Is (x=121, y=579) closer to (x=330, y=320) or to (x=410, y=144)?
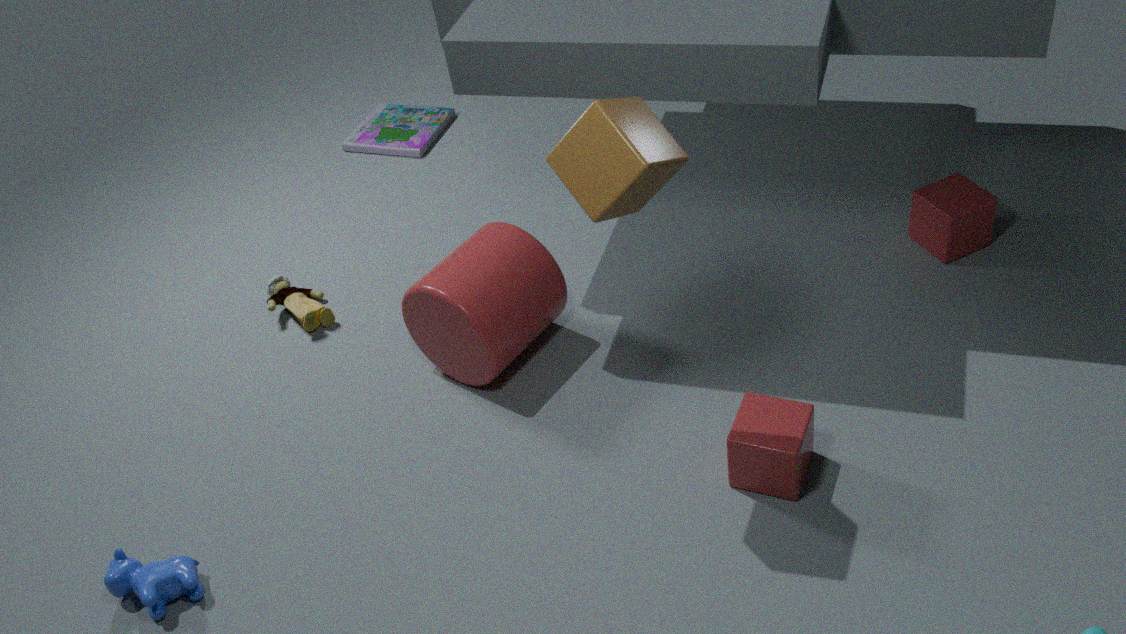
(x=330, y=320)
